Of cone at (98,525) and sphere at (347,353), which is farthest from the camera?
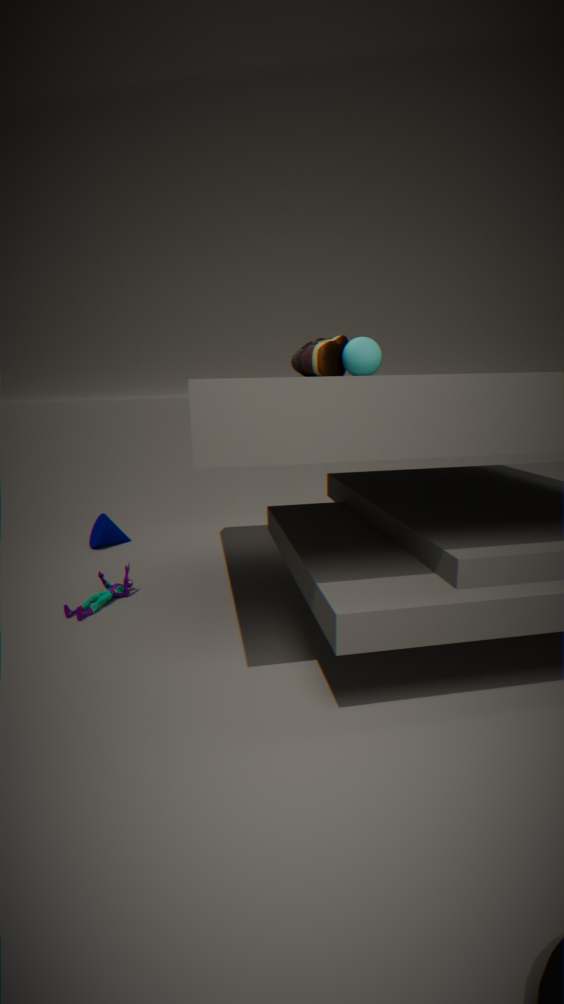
cone at (98,525)
